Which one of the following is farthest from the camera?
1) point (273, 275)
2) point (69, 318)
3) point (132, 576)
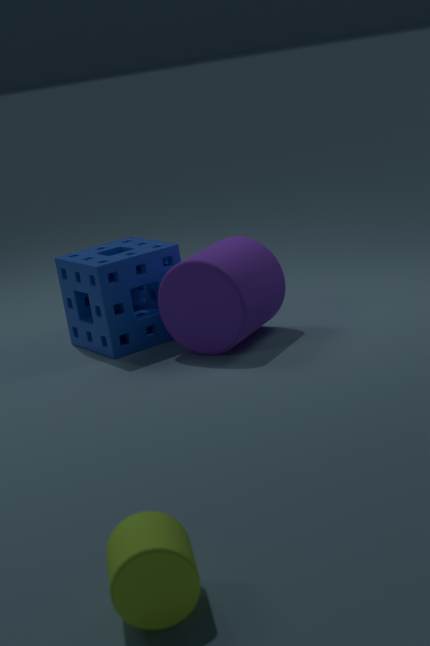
2. point (69, 318)
